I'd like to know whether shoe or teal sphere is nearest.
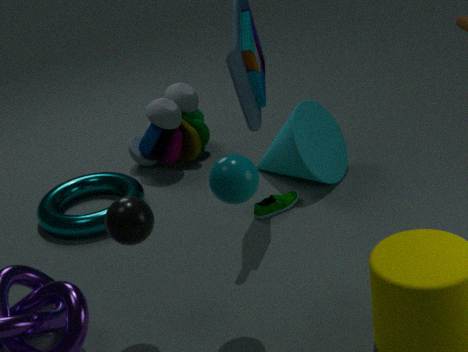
teal sphere
